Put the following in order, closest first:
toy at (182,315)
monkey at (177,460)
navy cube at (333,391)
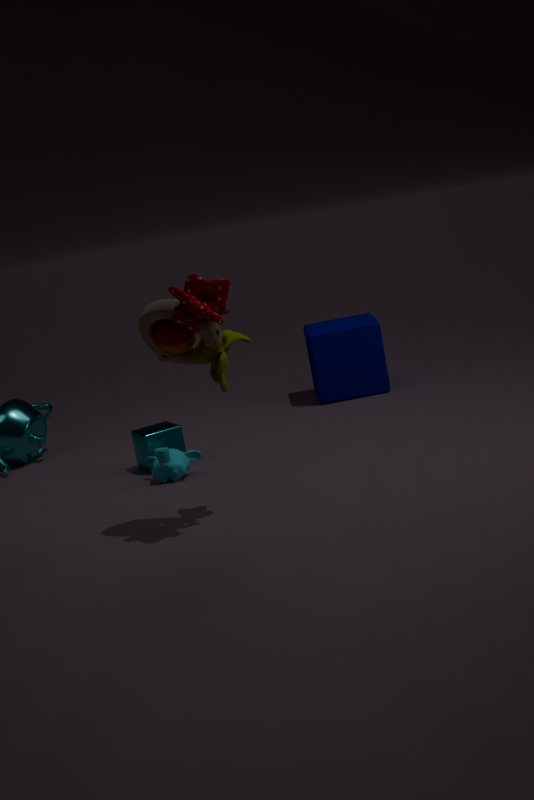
toy at (182,315) → monkey at (177,460) → navy cube at (333,391)
